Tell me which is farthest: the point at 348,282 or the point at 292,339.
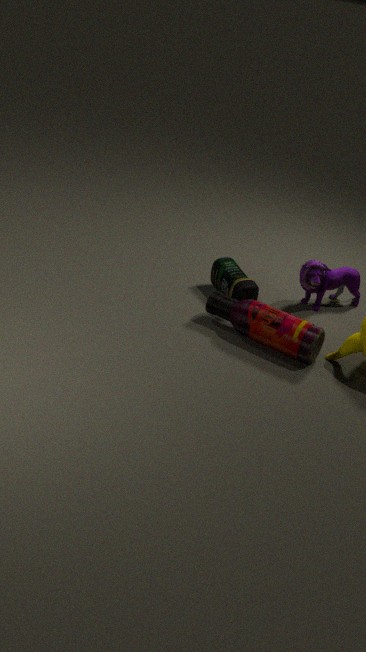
the point at 348,282
